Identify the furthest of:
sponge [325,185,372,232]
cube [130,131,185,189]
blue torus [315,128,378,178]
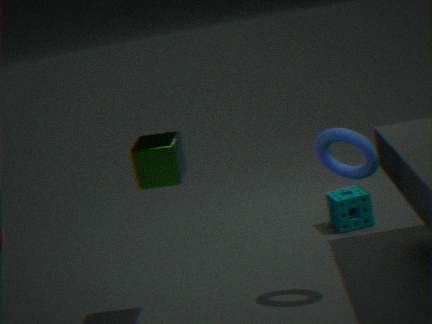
sponge [325,185,372,232]
